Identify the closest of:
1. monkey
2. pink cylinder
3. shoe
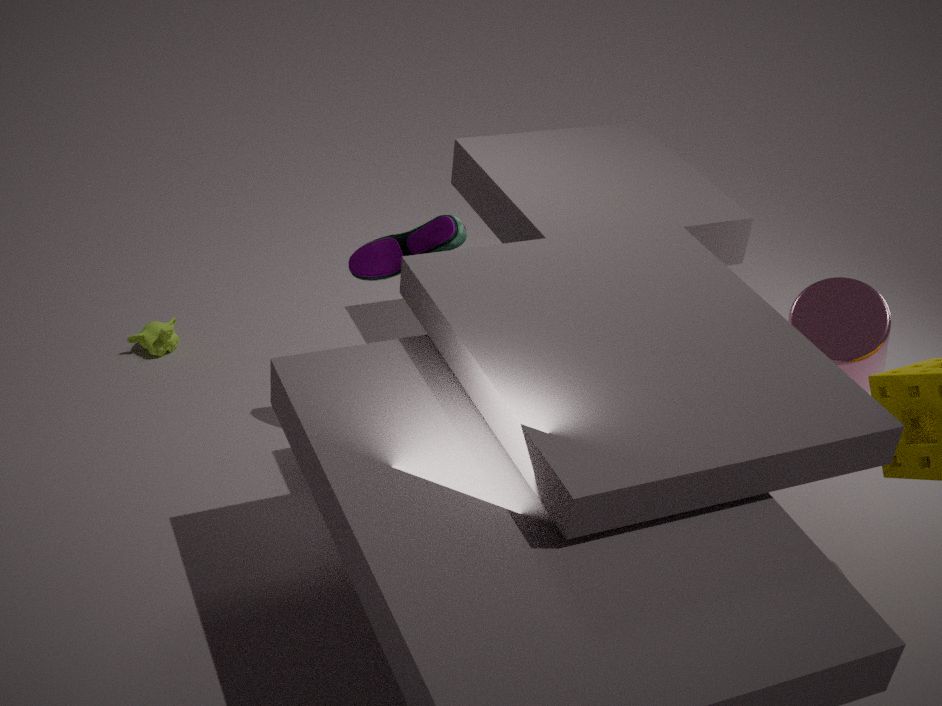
pink cylinder
